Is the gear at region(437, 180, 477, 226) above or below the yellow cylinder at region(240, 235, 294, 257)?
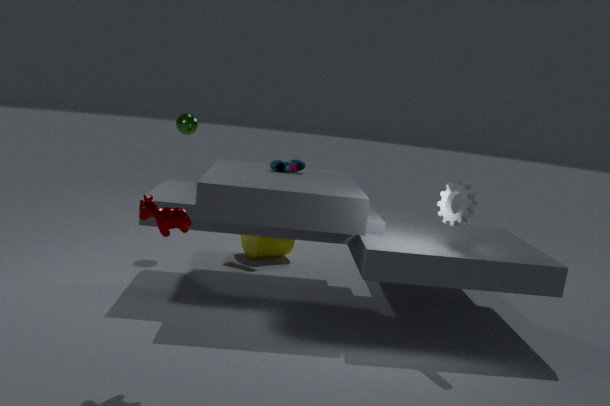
above
